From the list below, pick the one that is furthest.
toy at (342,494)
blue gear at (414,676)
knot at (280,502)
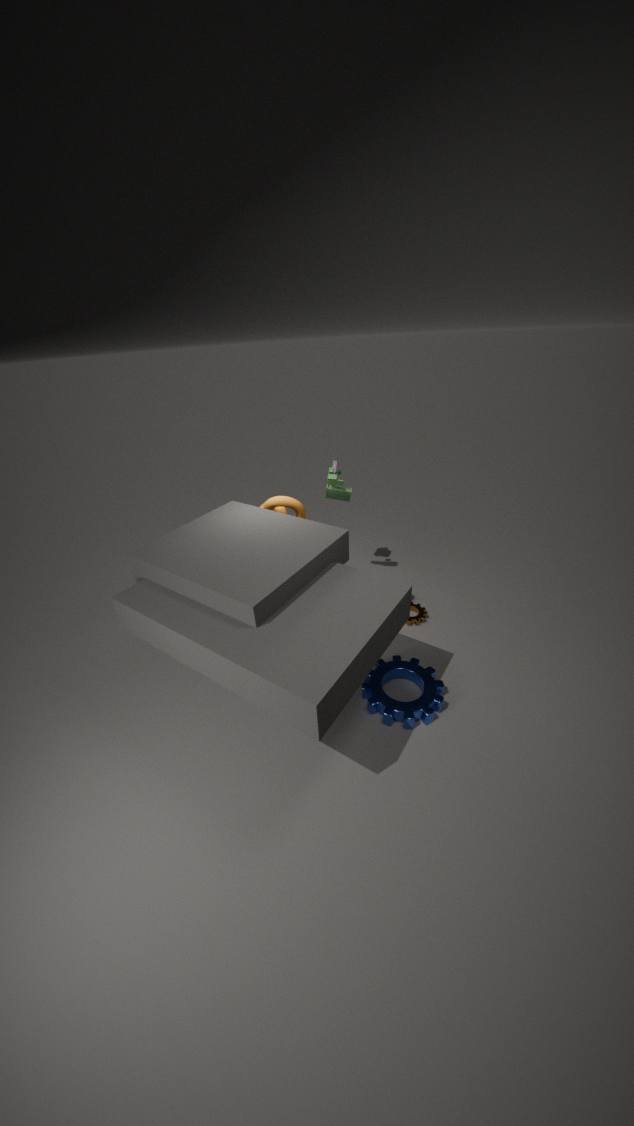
toy at (342,494)
